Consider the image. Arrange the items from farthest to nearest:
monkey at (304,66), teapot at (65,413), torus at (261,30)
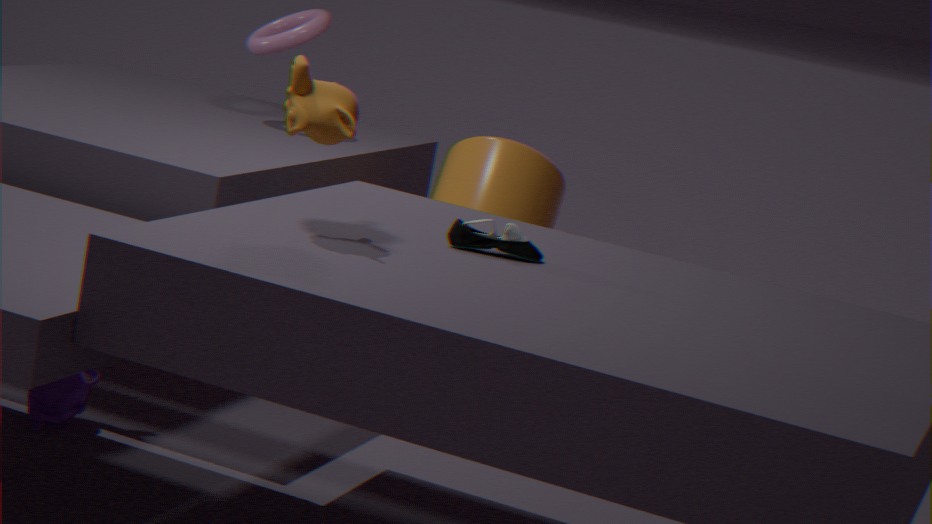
torus at (261,30) < teapot at (65,413) < monkey at (304,66)
